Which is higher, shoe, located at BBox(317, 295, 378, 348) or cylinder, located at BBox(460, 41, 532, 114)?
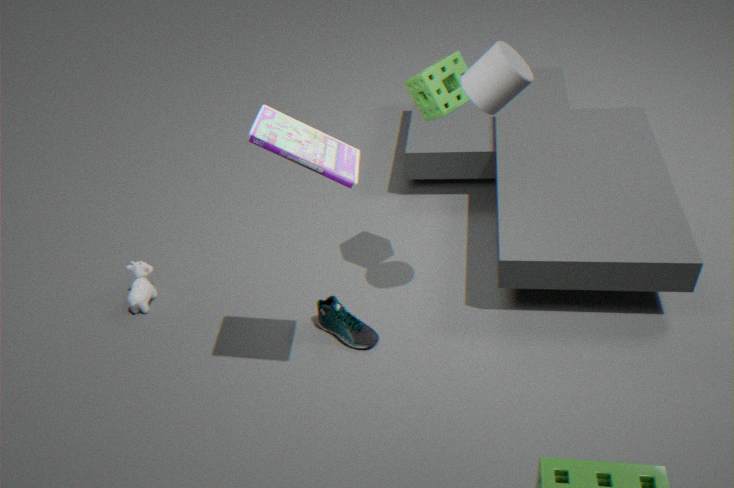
cylinder, located at BBox(460, 41, 532, 114)
